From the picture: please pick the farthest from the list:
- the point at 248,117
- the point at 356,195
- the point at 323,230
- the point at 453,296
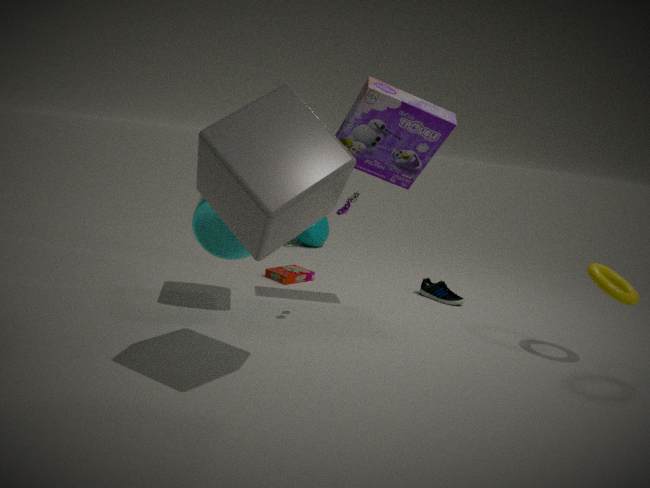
the point at 323,230
